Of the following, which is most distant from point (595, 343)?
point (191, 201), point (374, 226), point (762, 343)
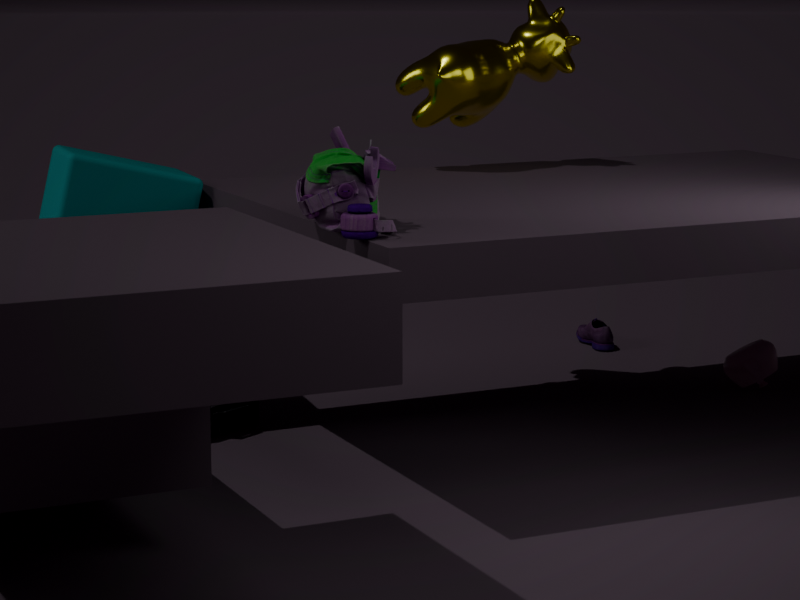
point (374, 226)
